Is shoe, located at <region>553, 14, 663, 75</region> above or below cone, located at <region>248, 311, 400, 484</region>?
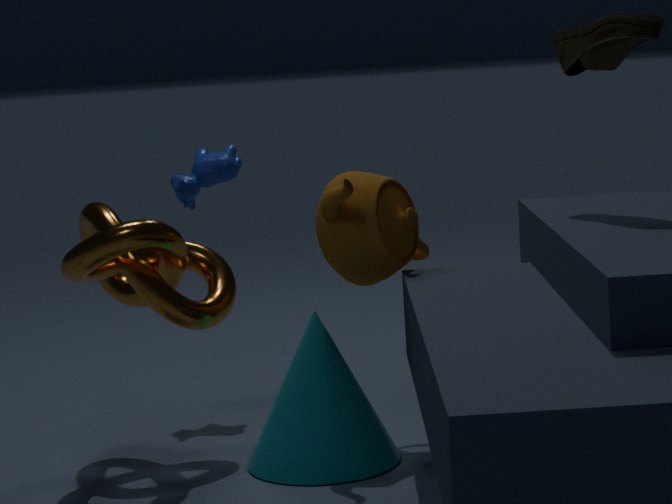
above
